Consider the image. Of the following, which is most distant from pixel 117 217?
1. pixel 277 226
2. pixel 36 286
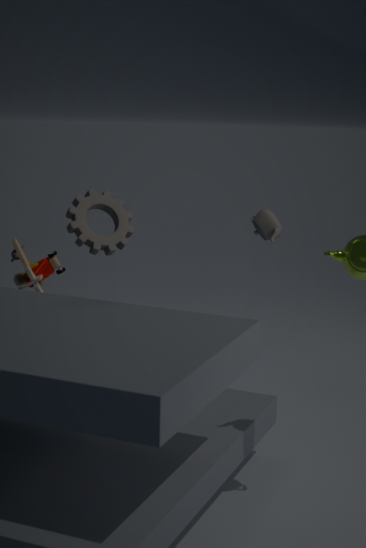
pixel 277 226
